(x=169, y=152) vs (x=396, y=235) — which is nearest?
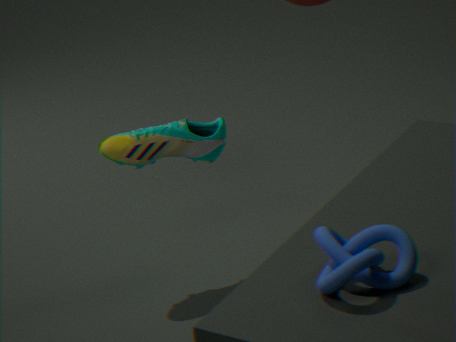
(x=396, y=235)
